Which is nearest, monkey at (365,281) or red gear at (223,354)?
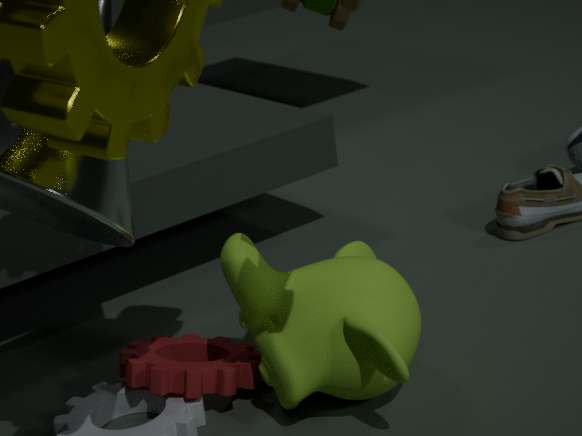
monkey at (365,281)
